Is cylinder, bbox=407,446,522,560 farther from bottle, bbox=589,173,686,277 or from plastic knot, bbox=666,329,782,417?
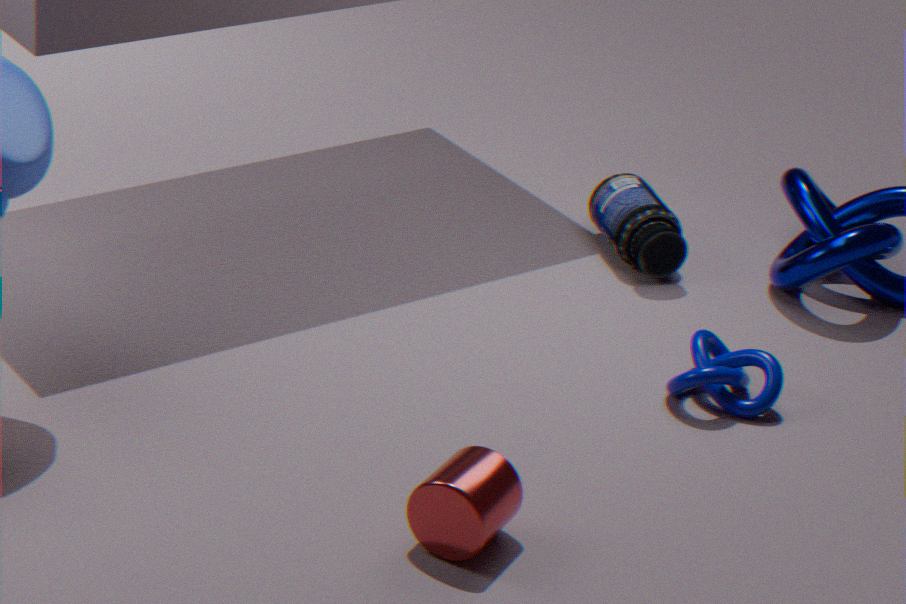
bottle, bbox=589,173,686,277
